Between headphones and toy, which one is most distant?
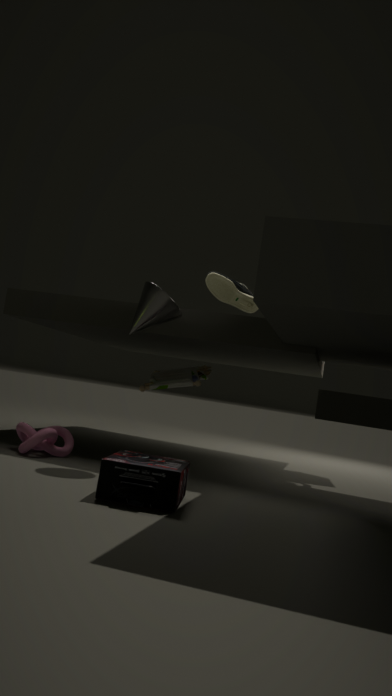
toy
